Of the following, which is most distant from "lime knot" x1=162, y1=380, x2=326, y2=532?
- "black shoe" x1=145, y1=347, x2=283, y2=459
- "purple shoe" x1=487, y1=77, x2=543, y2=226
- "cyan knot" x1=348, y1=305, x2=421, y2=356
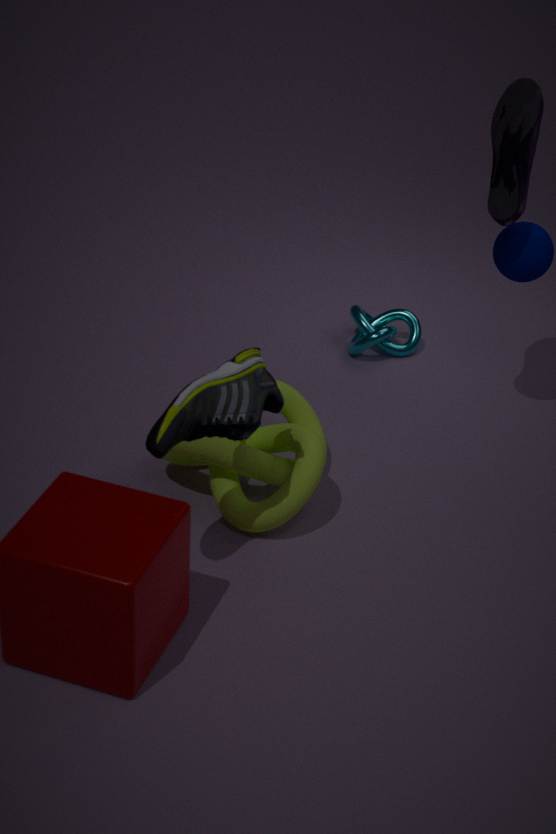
"purple shoe" x1=487, y1=77, x2=543, y2=226
